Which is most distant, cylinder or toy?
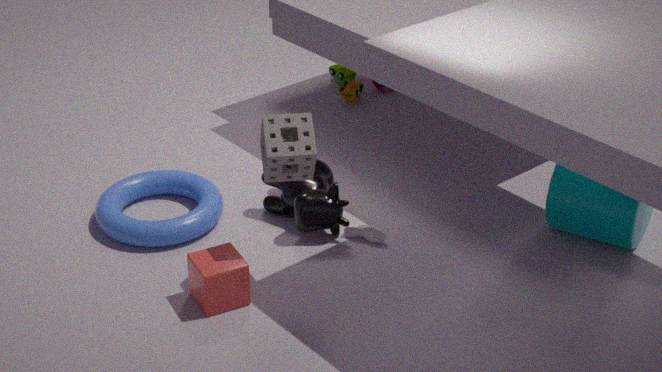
toy
